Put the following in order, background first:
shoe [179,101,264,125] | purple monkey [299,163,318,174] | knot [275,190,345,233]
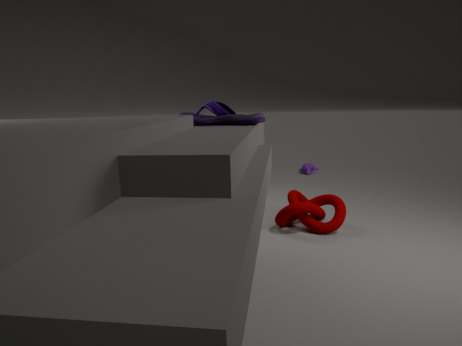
purple monkey [299,163,318,174] < knot [275,190,345,233] < shoe [179,101,264,125]
